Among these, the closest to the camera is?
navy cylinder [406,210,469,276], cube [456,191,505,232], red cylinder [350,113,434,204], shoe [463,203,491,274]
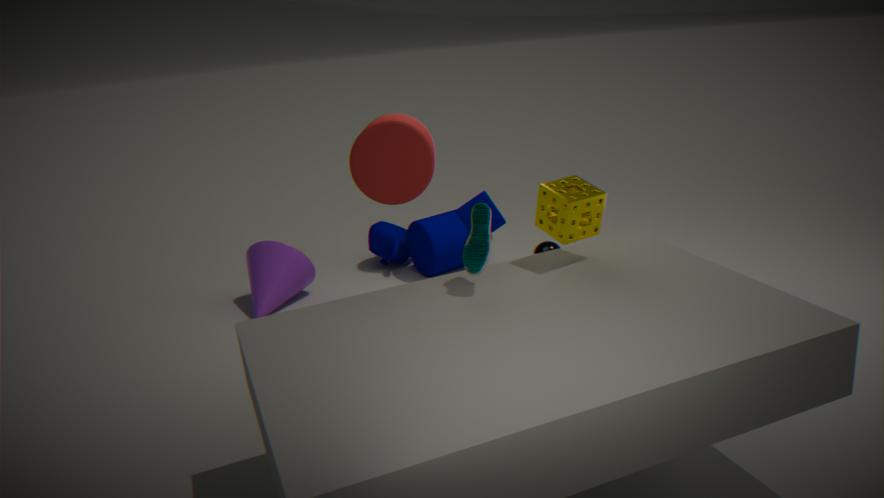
shoe [463,203,491,274]
